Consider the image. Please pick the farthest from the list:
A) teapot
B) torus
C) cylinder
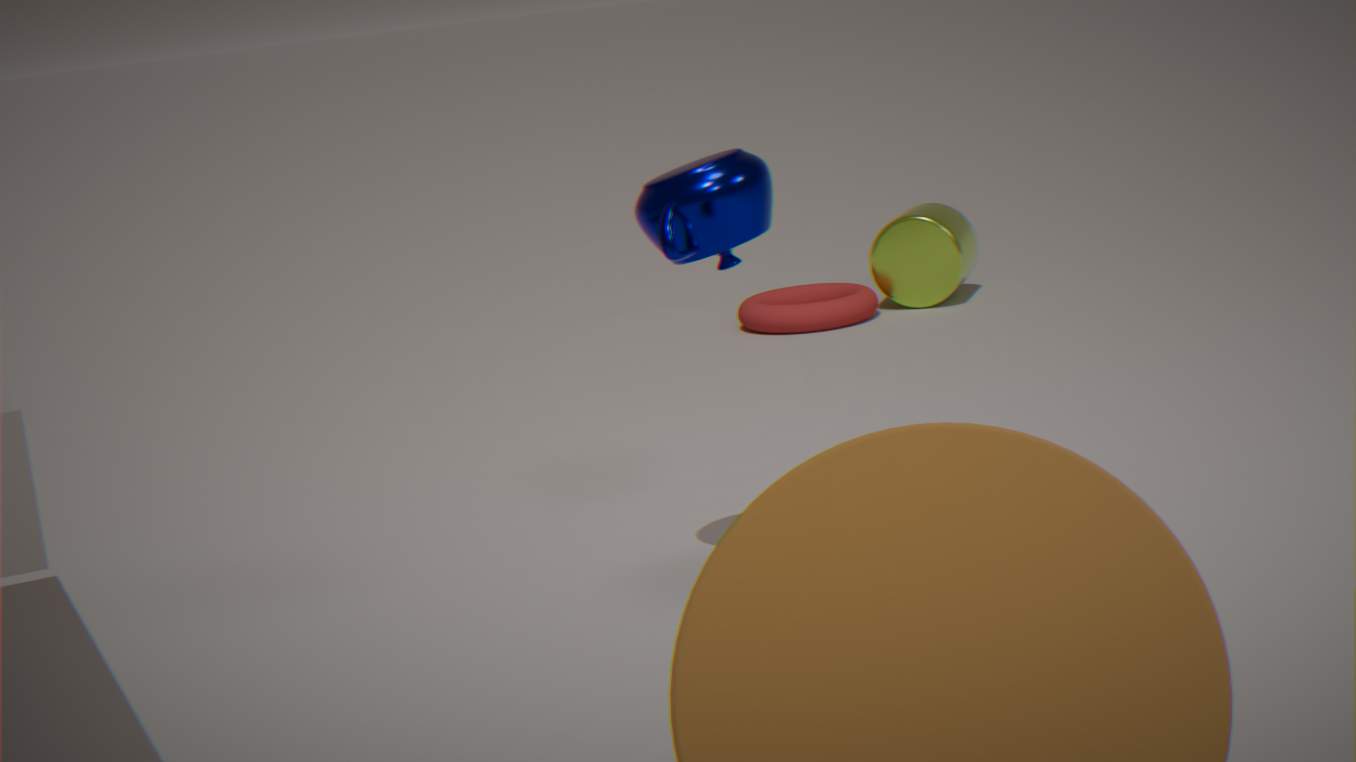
cylinder
